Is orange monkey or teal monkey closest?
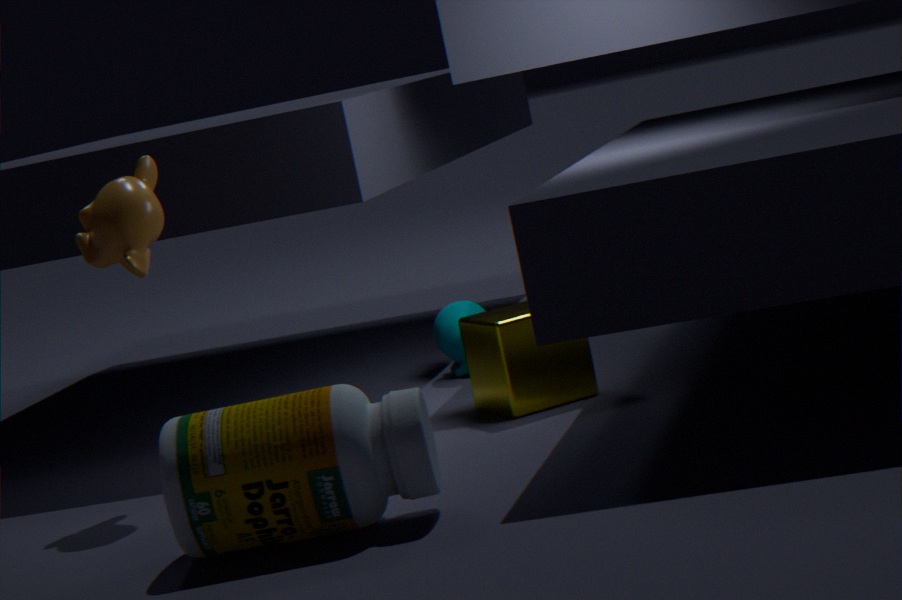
orange monkey
